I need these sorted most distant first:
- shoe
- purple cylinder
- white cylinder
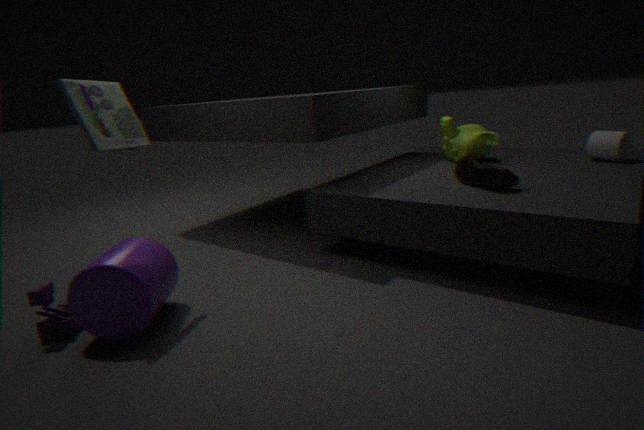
1. white cylinder
2. shoe
3. purple cylinder
